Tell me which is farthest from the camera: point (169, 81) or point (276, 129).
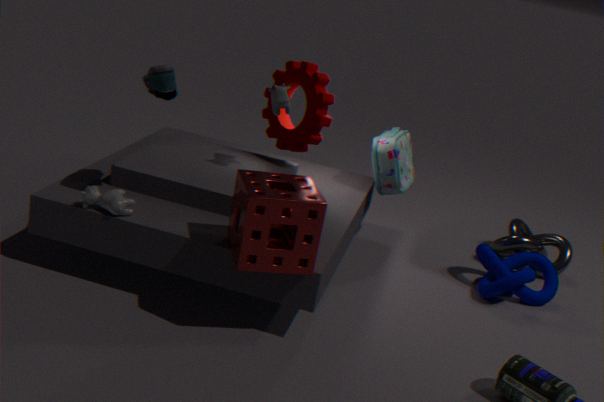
point (276, 129)
